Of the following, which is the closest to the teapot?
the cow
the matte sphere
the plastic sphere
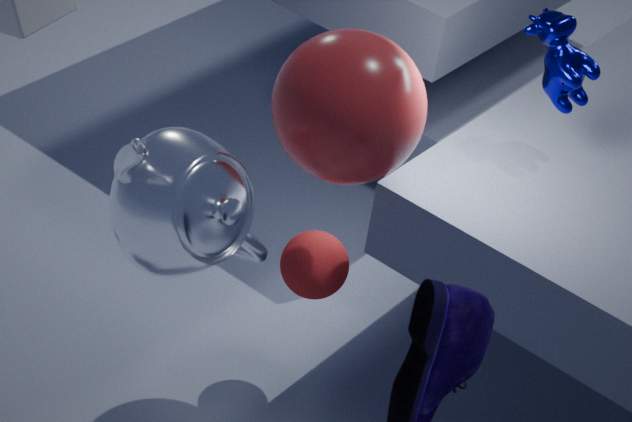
the plastic sphere
